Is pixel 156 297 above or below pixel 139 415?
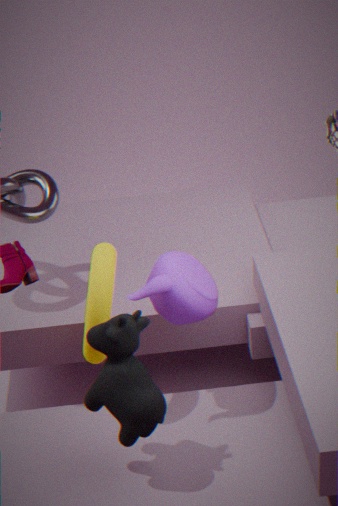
above
